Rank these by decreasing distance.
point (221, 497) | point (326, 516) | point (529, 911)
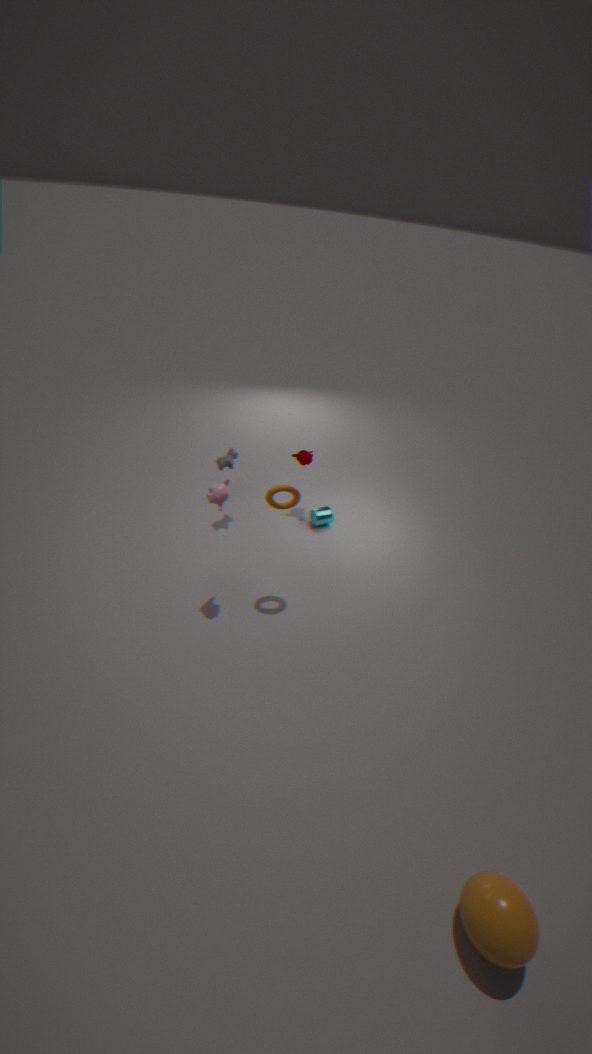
1. point (326, 516)
2. point (221, 497)
3. point (529, 911)
